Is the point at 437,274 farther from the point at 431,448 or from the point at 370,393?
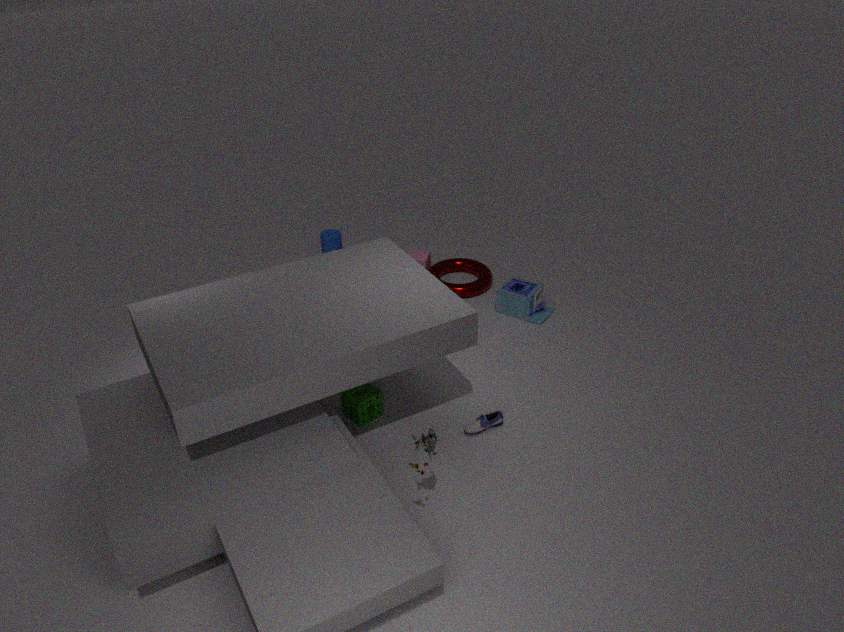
the point at 431,448
